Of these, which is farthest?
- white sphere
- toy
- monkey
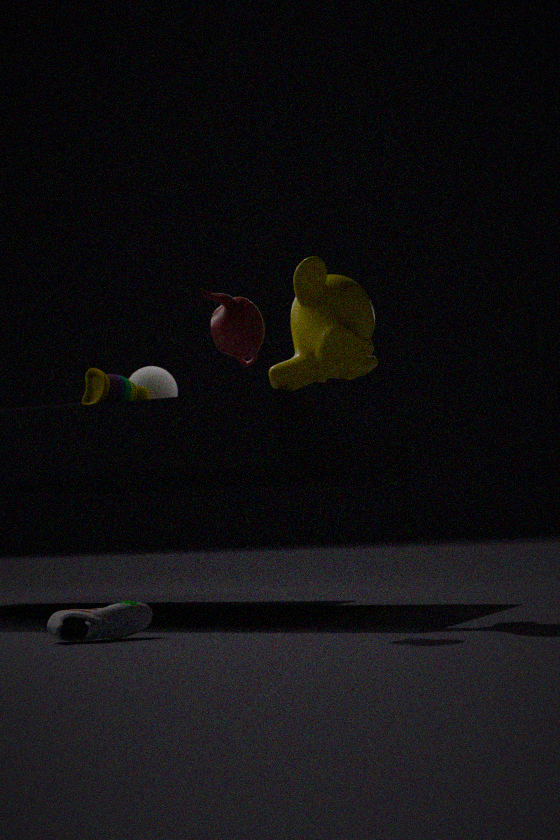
white sphere
